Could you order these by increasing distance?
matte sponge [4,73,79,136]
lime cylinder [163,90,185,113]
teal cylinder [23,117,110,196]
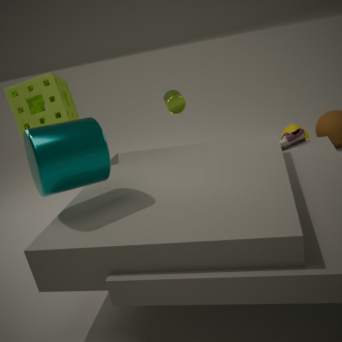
teal cylinder [23,117,110,196] < matte sponge [4,73,79,136] < lime cylinder [163,90,185,113]
